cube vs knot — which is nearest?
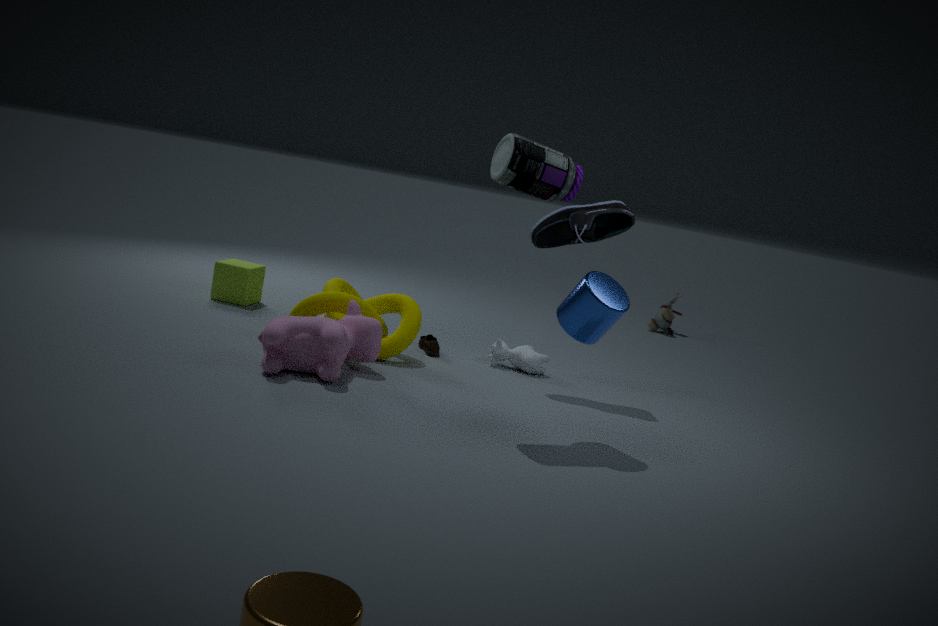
knot
